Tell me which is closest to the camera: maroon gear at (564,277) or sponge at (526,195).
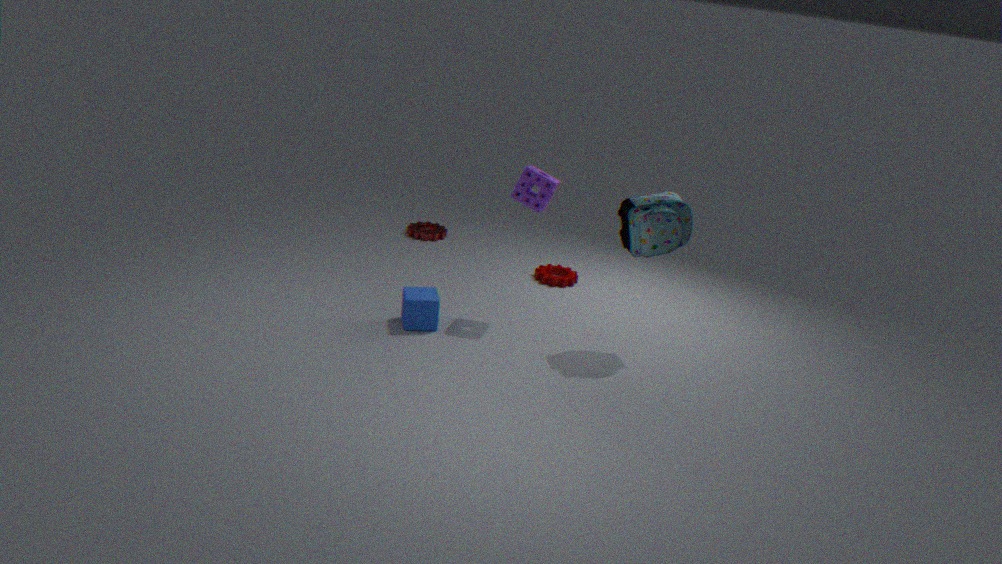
sponge at (526,195)
